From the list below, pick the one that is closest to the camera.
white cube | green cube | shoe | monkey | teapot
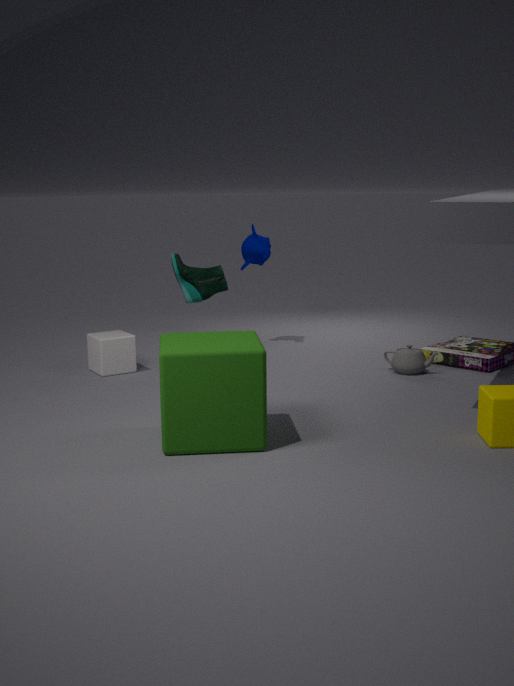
green cube
